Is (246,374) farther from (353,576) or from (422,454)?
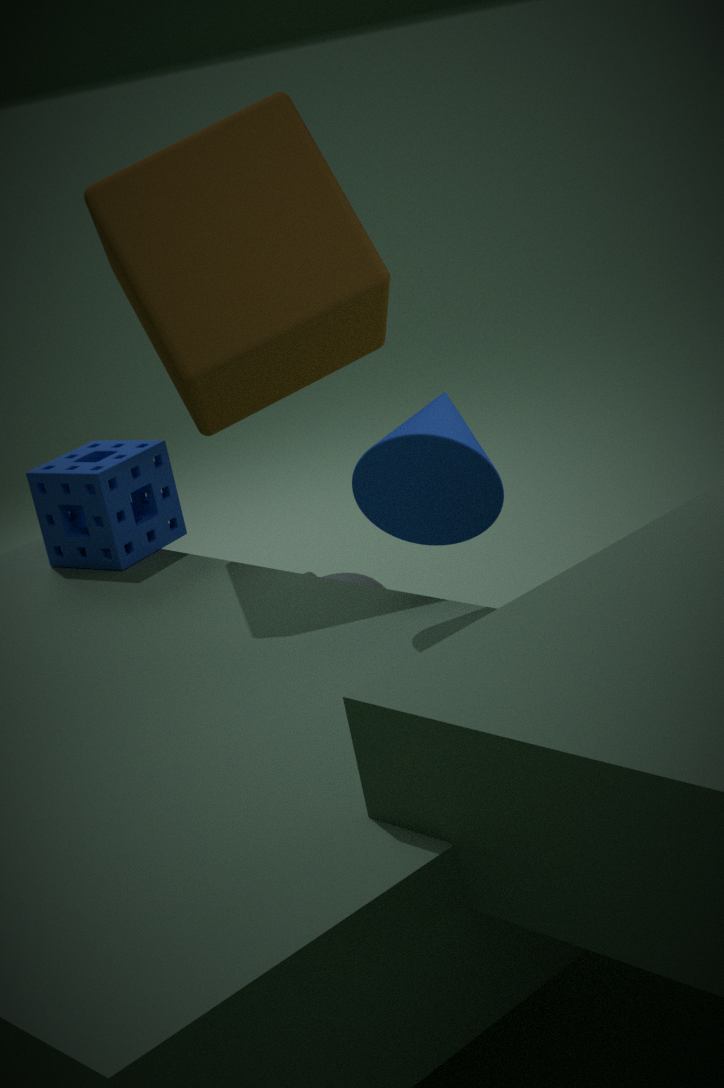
(353,576)
